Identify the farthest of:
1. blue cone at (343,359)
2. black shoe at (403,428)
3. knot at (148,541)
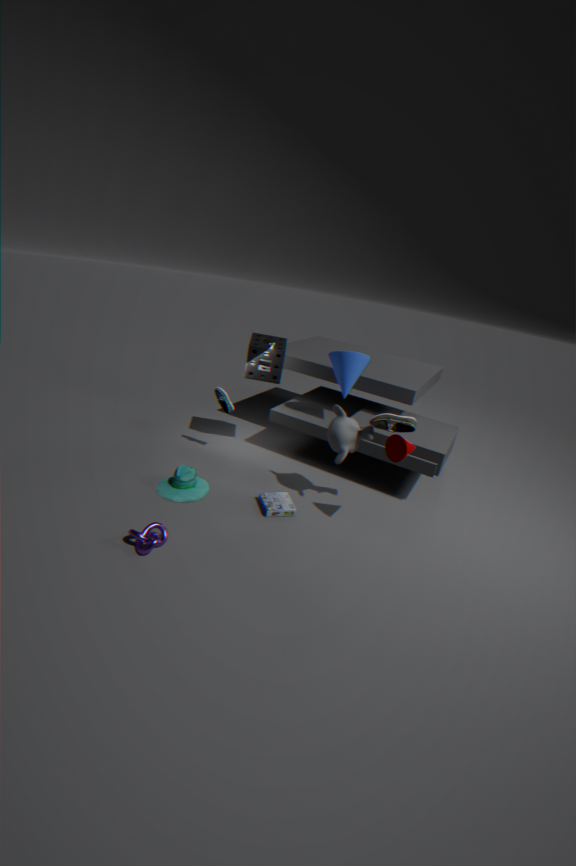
blue cone at (343,359)
